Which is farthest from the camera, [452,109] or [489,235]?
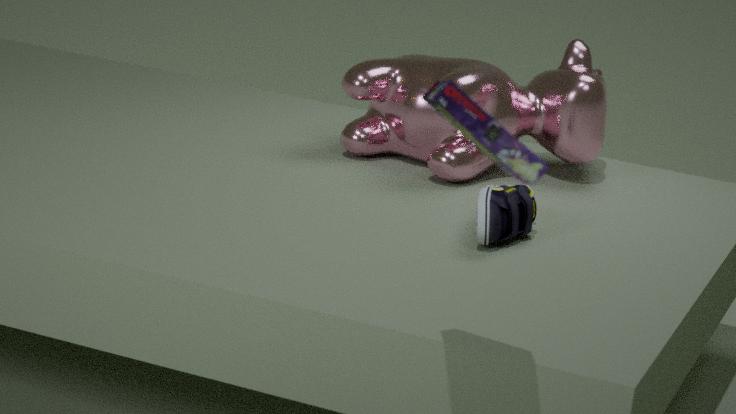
[489,235]
